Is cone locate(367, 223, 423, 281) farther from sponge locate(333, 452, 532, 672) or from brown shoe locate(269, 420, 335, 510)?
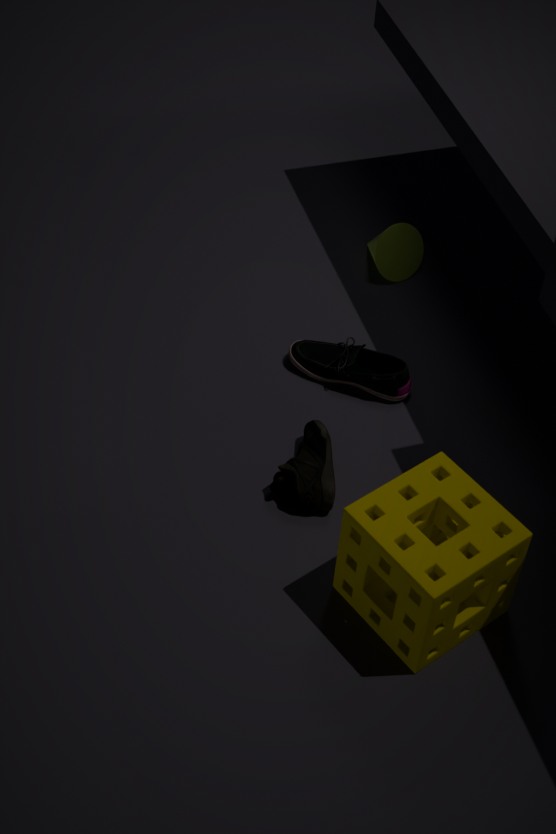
sponge locate(333, 452, 532, 672)
